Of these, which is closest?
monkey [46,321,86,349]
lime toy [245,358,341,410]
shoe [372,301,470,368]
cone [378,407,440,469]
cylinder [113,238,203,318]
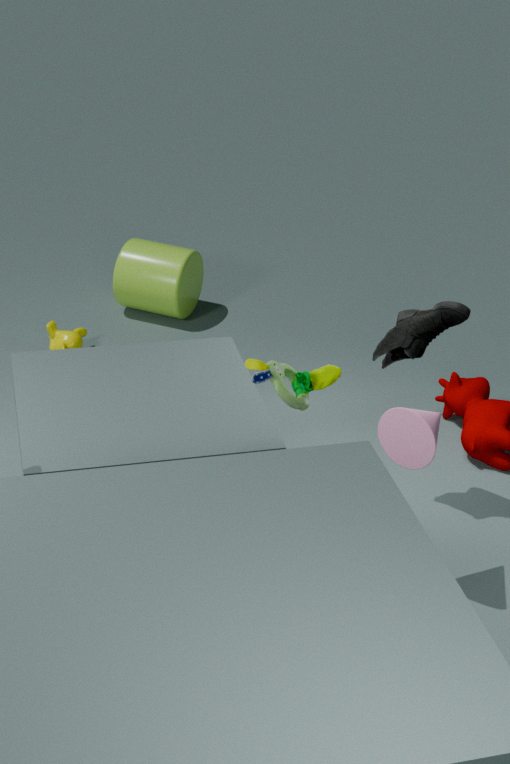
cone [378,407,440,469]
